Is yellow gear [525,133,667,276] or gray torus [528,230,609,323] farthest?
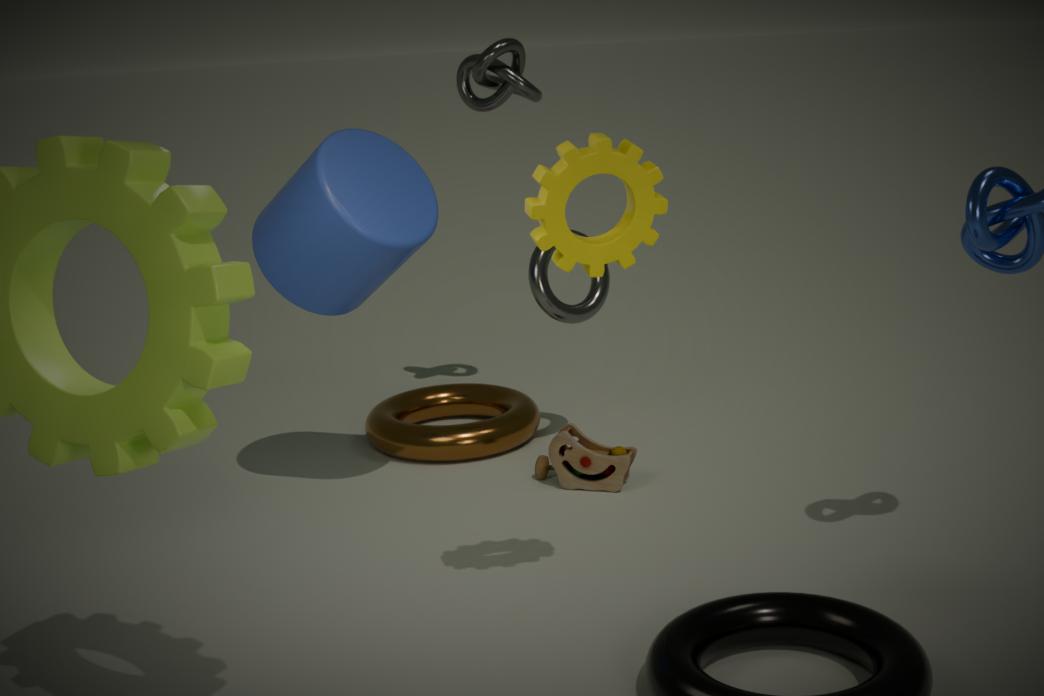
gray torus [528,230,609,323]
